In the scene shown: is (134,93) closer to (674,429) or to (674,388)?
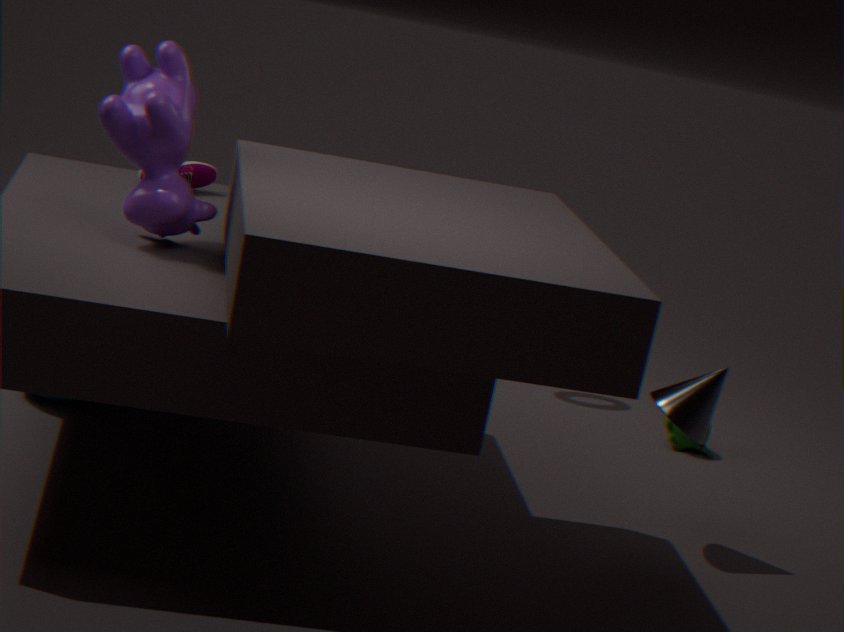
(674,388)
